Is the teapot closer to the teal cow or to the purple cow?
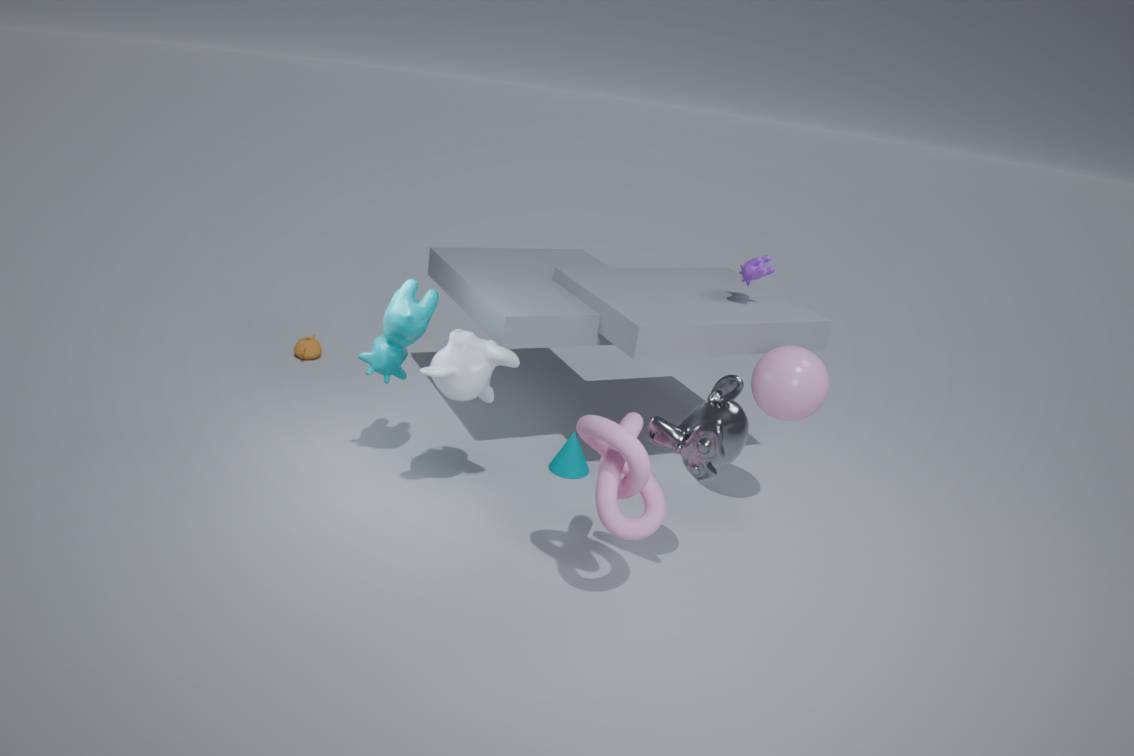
the teal cow
